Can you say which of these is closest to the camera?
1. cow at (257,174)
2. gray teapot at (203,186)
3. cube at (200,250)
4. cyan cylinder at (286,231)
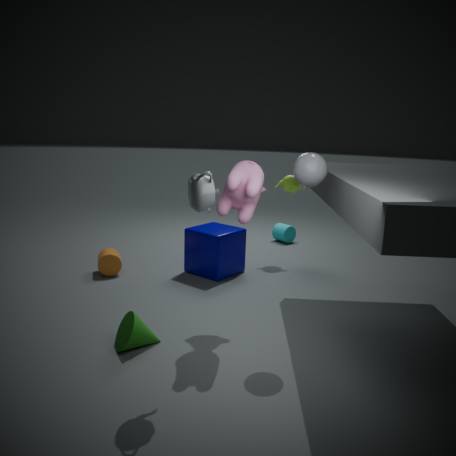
gray teapot at (203,186)
